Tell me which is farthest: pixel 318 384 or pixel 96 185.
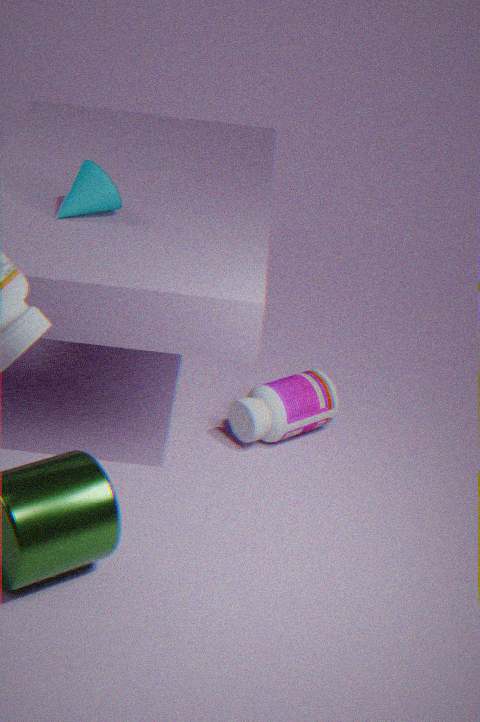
Result: pixel 318 384
